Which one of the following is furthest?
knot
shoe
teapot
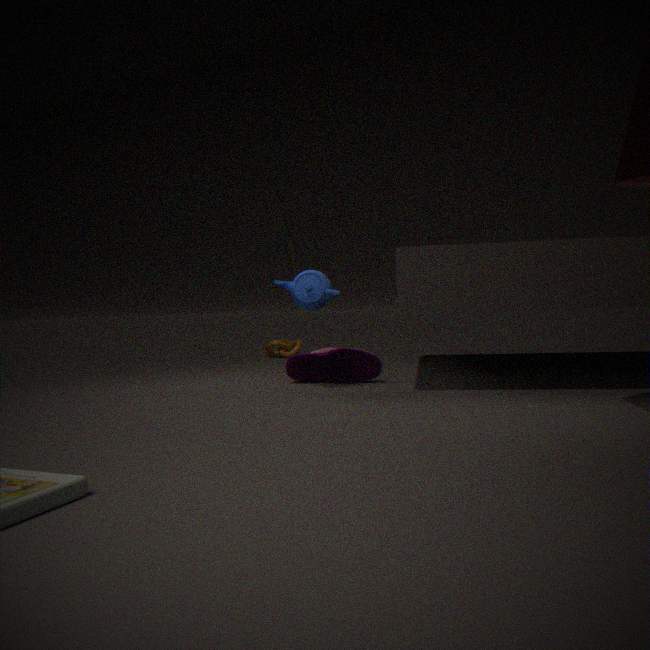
knot
